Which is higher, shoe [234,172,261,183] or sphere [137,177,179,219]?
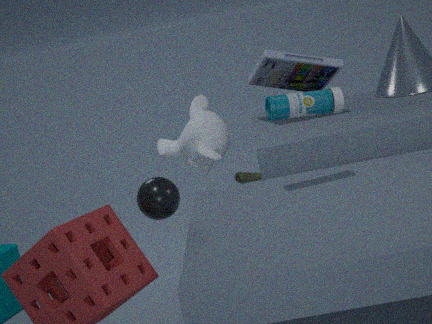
sphere [137,177,179,219]
